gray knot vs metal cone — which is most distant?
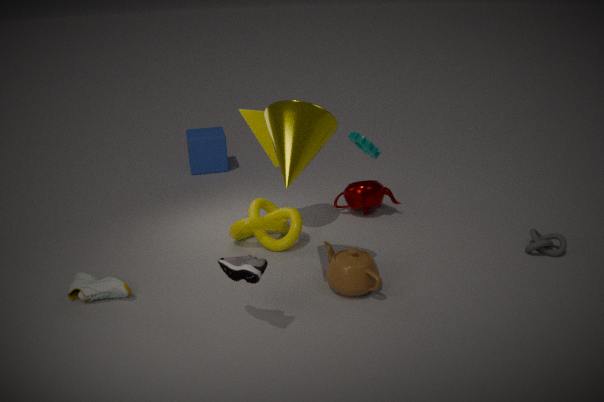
gray knot
